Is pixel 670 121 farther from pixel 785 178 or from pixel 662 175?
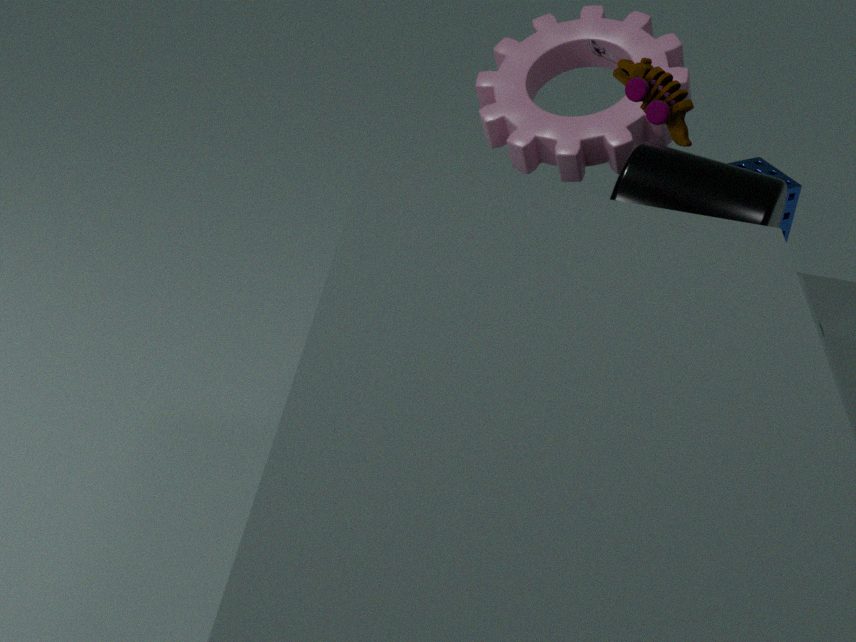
pixel 785 178
